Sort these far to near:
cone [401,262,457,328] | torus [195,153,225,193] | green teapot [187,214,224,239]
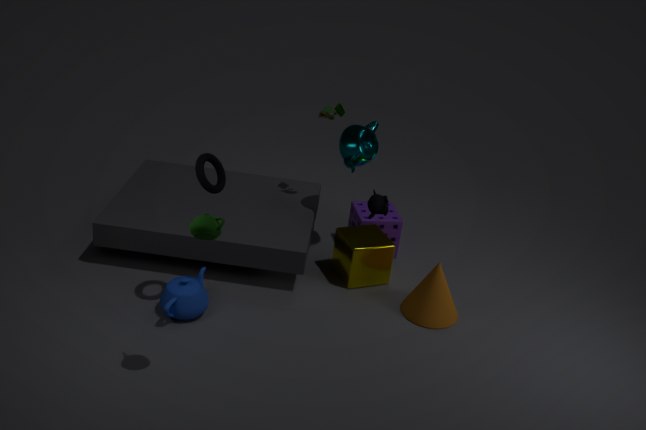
→ cone [401,262,457,328] → torus [195,153,225,193] → green teapot [187,214,224,239]
